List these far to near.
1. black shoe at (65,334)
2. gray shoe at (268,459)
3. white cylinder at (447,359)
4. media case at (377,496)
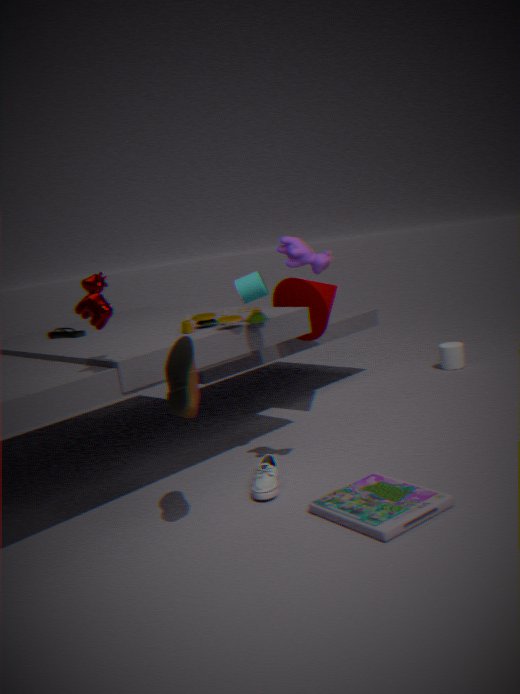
white cylinder at (447,359) < black shoe at (65,334) < gray shoe at (268,459) < media case at (377,496)
